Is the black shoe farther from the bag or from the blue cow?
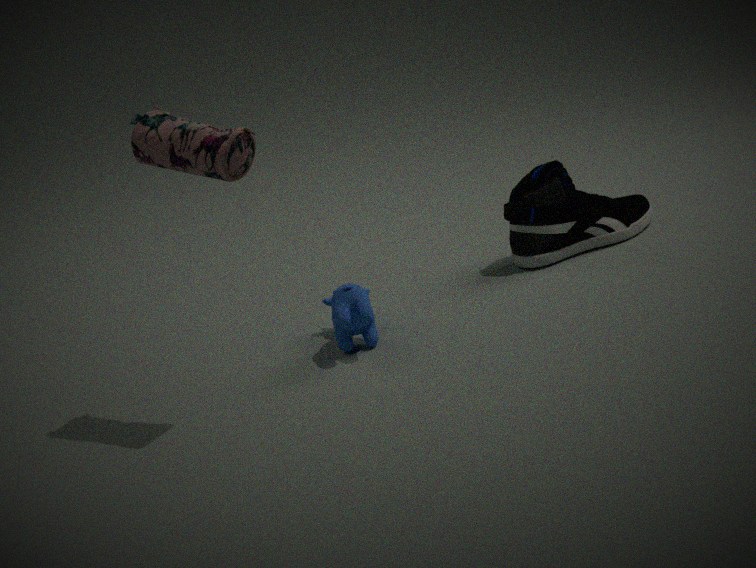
the bag
